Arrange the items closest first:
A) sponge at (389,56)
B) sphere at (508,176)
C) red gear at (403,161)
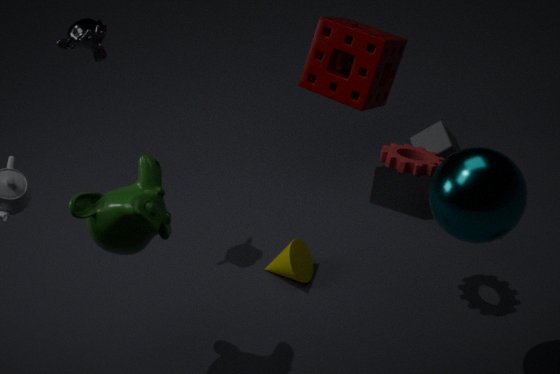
A: 1. sphere at (508,176)
2. red gear at (403,161)
3. sponge at (389,56)
